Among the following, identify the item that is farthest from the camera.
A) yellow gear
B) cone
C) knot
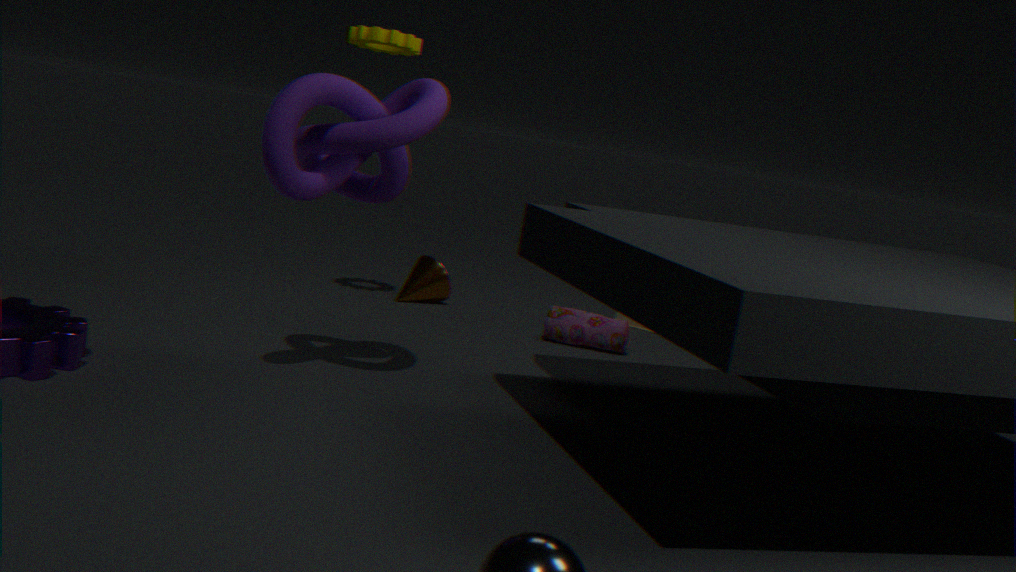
cone
